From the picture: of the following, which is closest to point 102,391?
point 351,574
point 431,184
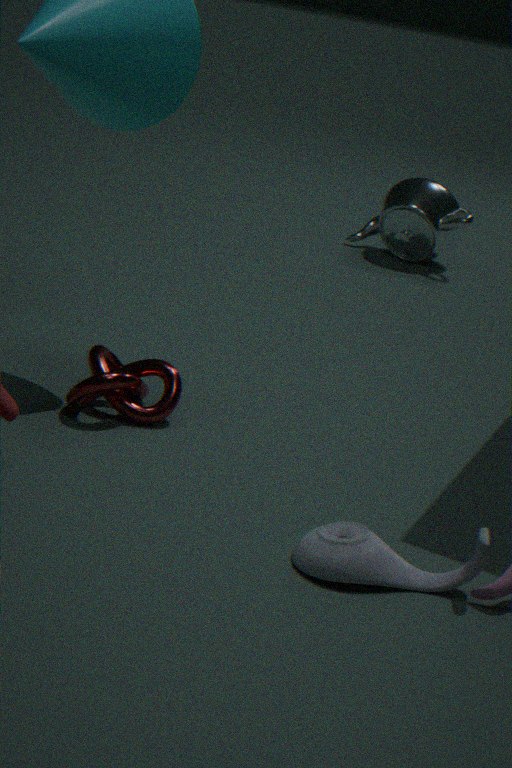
point 351,574
